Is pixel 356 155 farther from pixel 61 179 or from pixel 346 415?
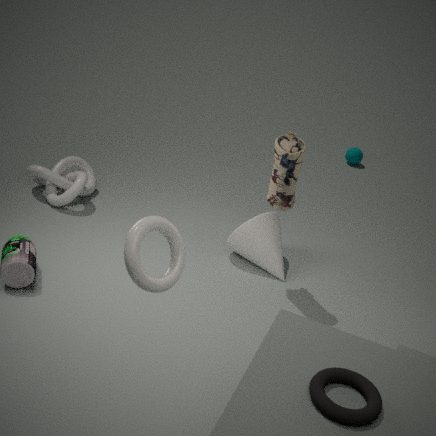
pixel 346 415
